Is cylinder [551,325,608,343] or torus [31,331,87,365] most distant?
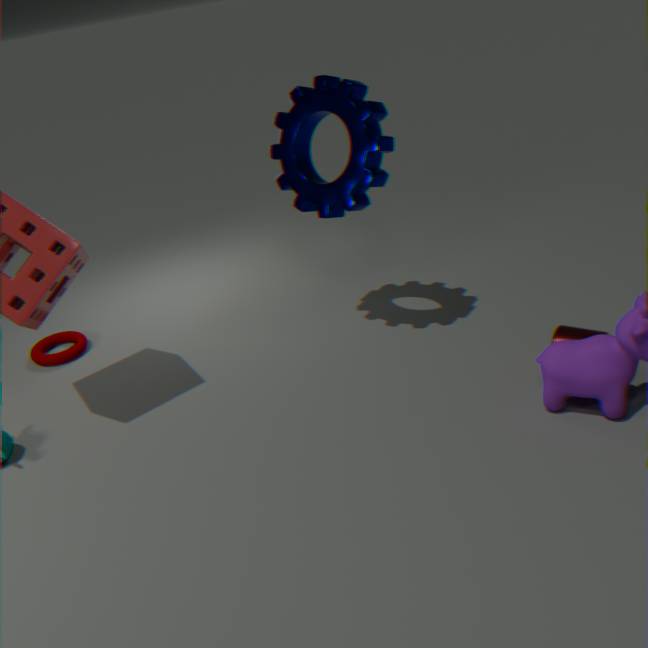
torus [31,331,87,365]
